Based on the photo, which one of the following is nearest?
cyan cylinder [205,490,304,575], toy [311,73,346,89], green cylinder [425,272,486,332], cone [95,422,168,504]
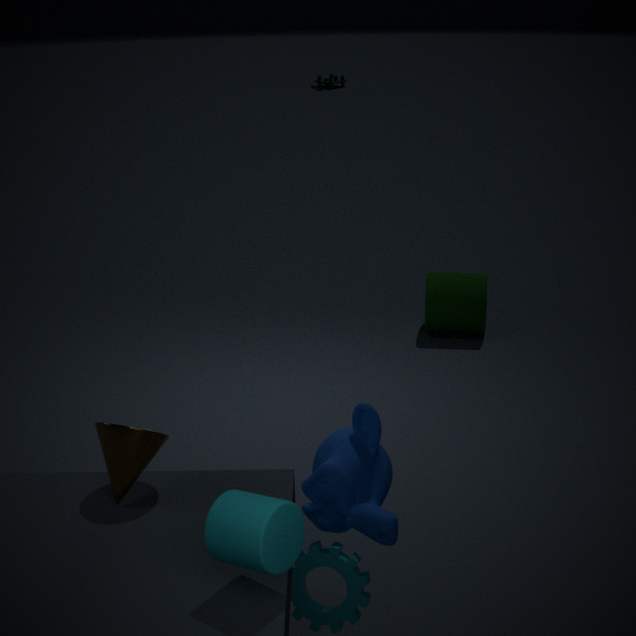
cyan cylinder [205,490,304,575]
